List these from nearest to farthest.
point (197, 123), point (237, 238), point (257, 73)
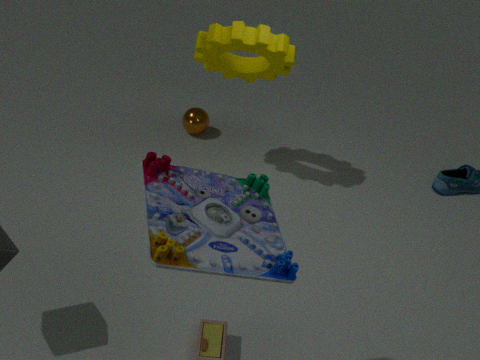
point (237, 238), point (257, 73), point (197, 123)
